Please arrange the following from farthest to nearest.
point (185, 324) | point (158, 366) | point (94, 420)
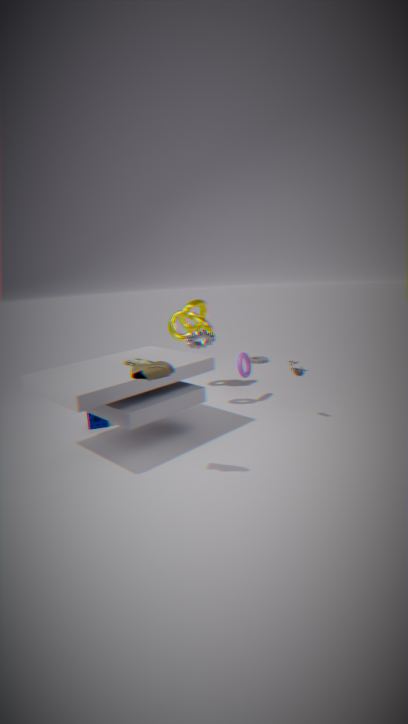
1. point (185, 324)
2. point (94, 420)
3. point (158, 366)
